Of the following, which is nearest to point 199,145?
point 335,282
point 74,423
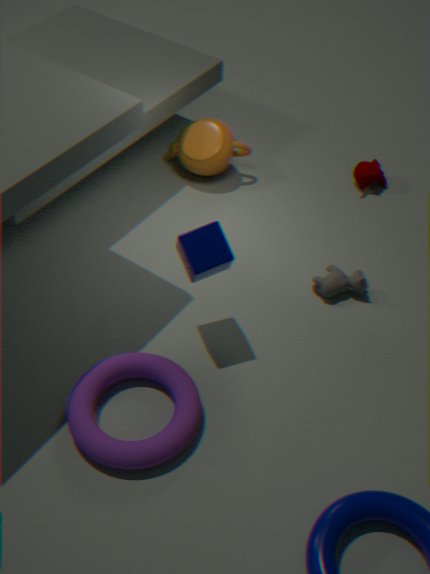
point 335,282
